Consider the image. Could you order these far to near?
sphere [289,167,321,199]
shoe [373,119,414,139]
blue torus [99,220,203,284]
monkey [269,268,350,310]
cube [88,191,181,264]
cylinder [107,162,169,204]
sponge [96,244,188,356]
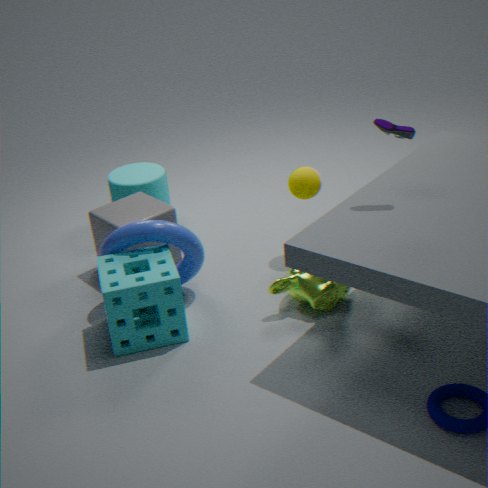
cylinder [107,162,169,204], cube [88,191,181,264], sphere [289,167,321,199], blue torus [99,220,203,284], monkey [269,268,350,310], sponge [96,244,188,356], shoe [373,119,414,139]
